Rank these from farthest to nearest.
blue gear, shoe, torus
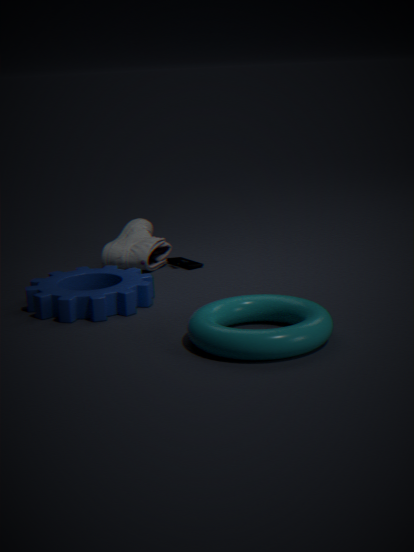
shoe → blue gear → torus
